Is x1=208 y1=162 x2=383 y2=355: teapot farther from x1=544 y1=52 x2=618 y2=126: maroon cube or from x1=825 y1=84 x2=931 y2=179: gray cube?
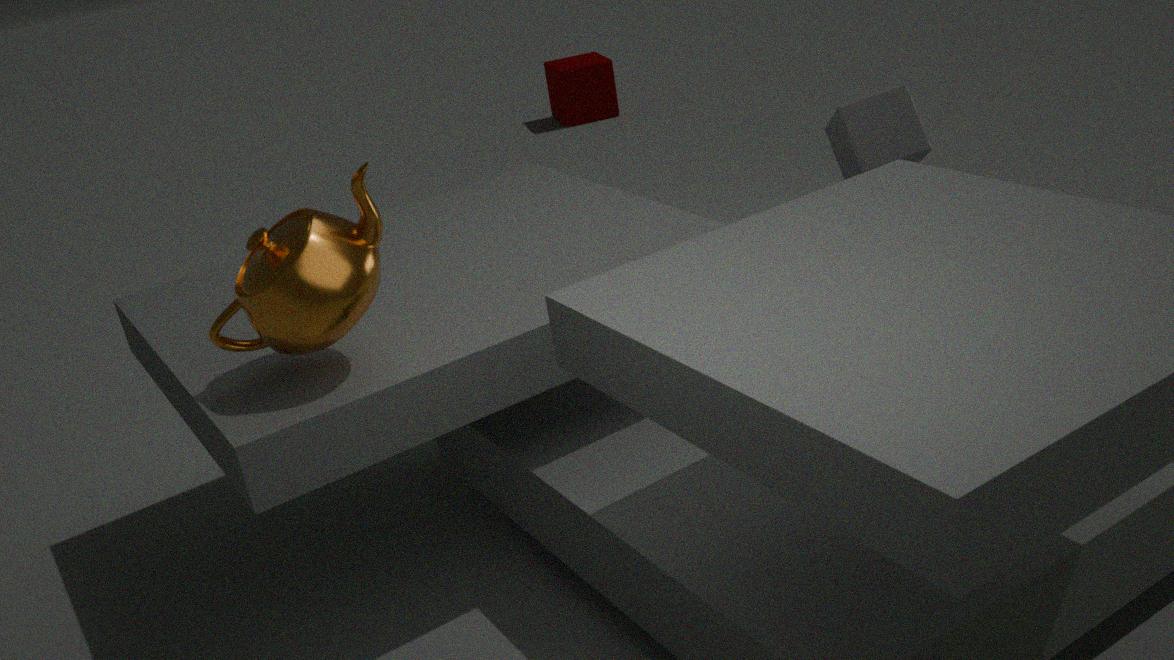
x1=544 y1=52 x2=618 y2=126: maroon cube
